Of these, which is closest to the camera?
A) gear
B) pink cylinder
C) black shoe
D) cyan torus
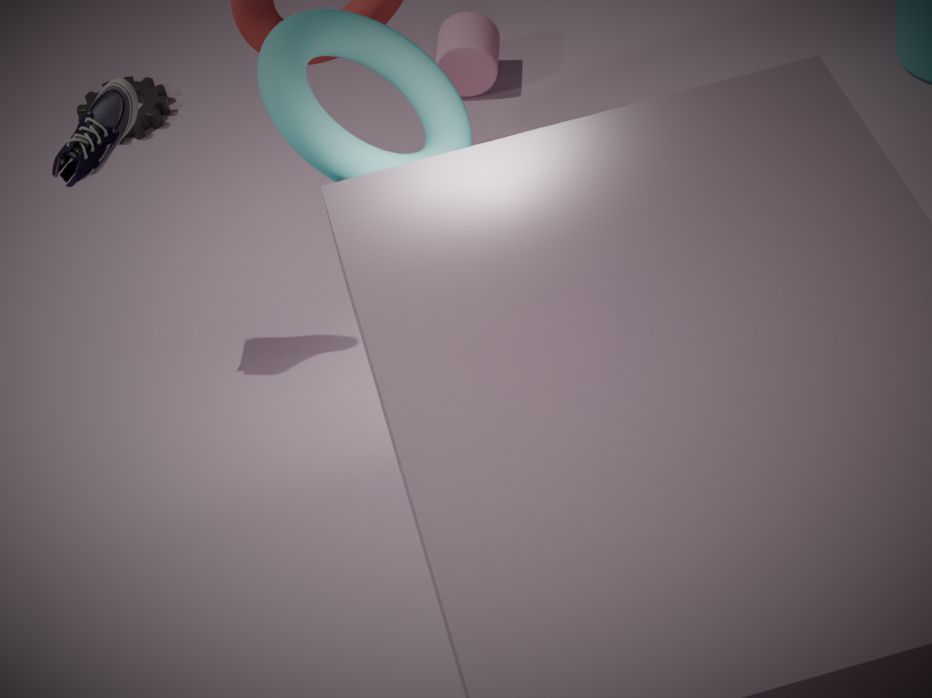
cyan torus
